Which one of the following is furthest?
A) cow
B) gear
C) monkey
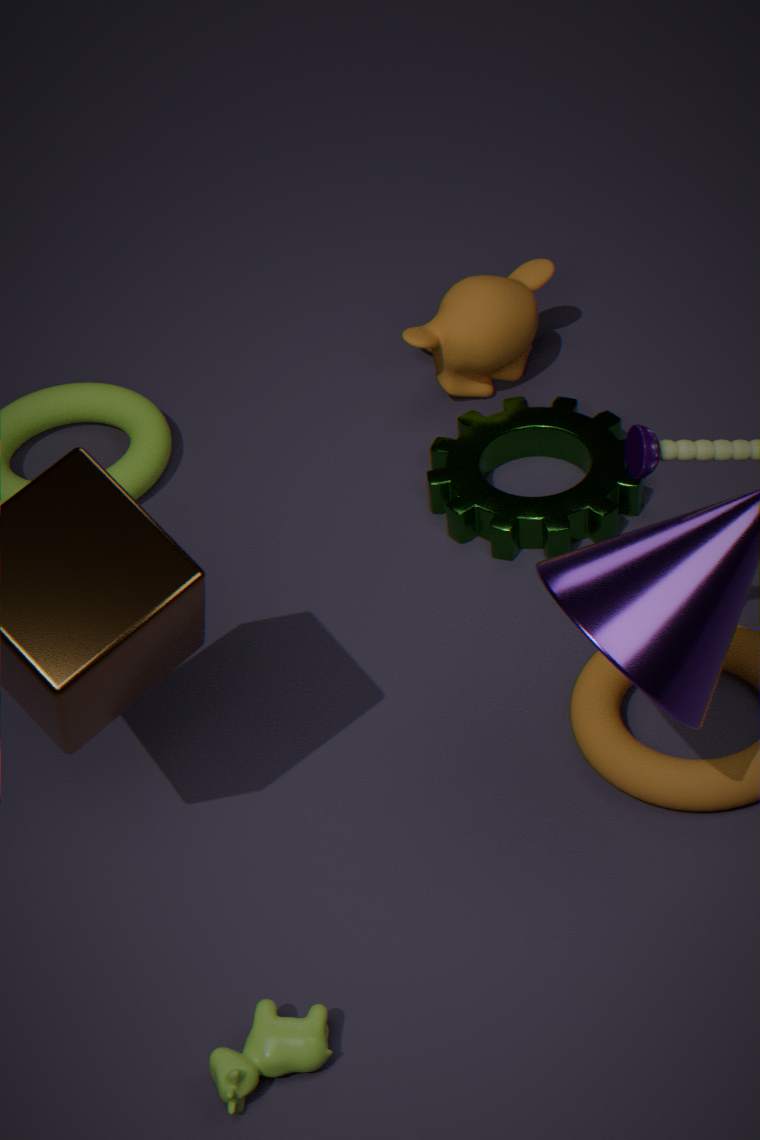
monkey
